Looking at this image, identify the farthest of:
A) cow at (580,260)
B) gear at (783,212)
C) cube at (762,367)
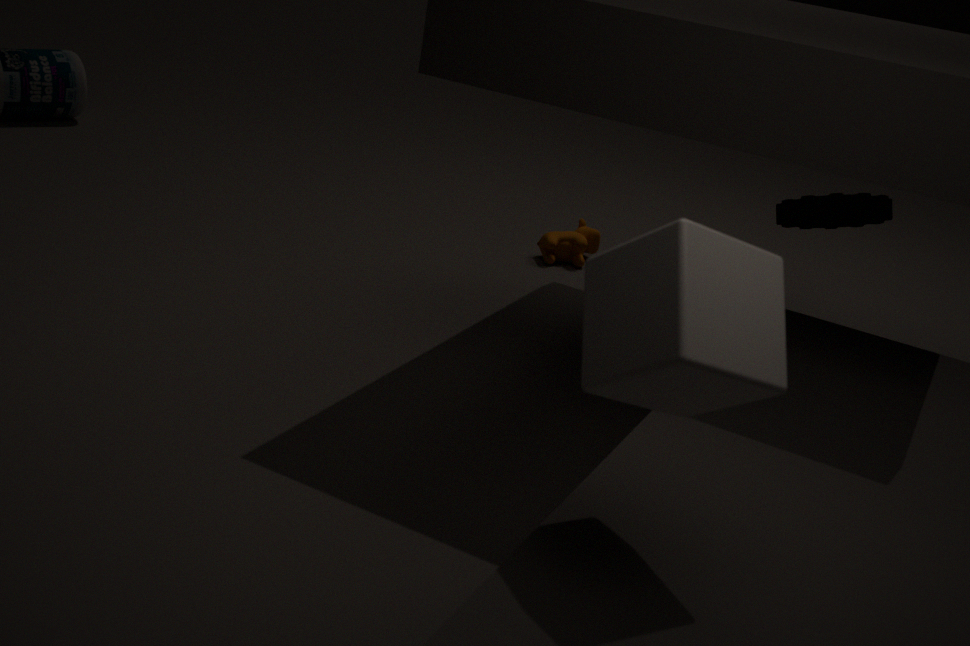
cow at (580,260)
